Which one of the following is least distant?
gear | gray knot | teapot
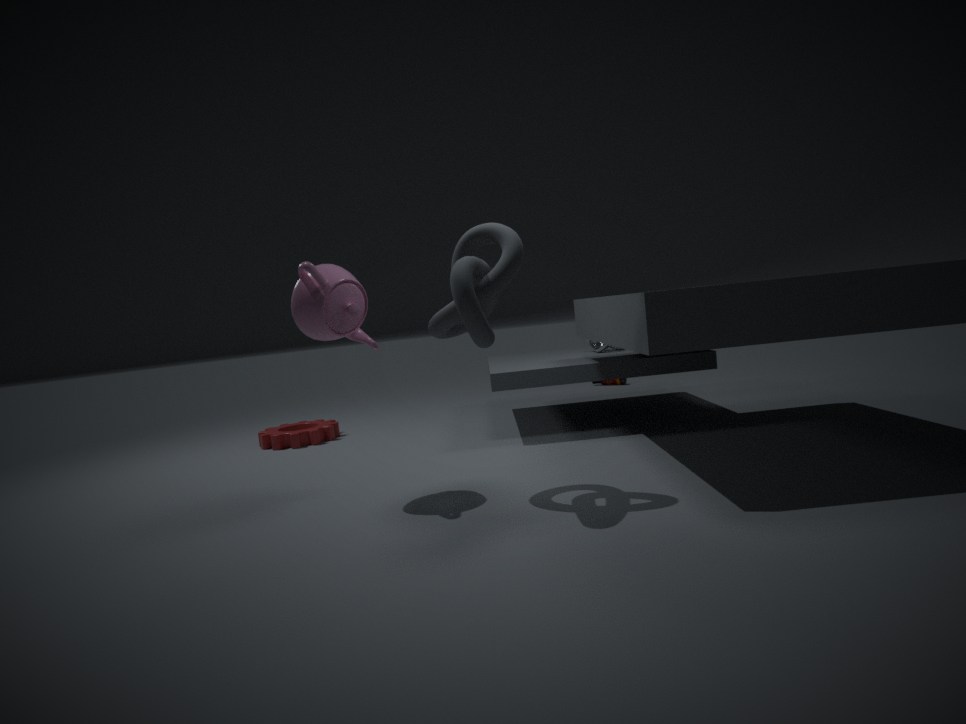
gray knot
